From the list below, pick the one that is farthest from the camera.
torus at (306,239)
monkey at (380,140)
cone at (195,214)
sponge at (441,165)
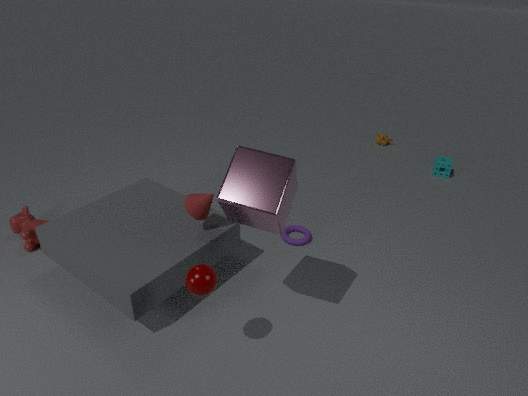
monkey at (380,140)
